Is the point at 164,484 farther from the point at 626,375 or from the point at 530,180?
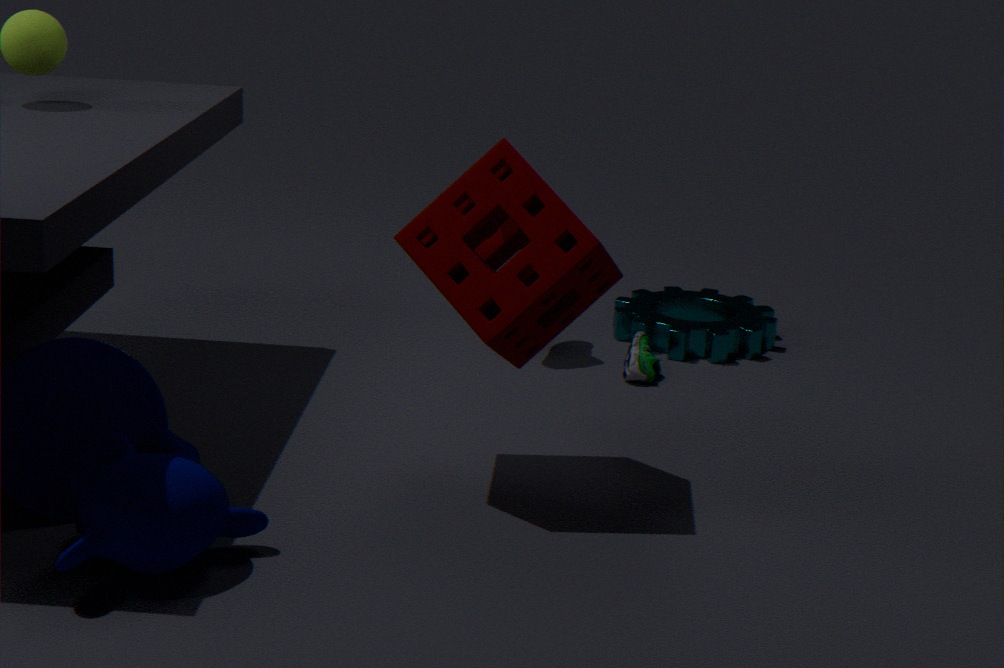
the point at 626,375
